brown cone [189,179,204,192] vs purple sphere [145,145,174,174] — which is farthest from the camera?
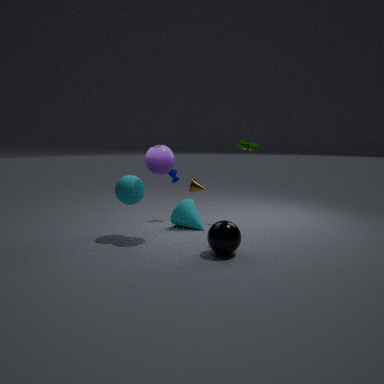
brown cone [189,179,204,192]
